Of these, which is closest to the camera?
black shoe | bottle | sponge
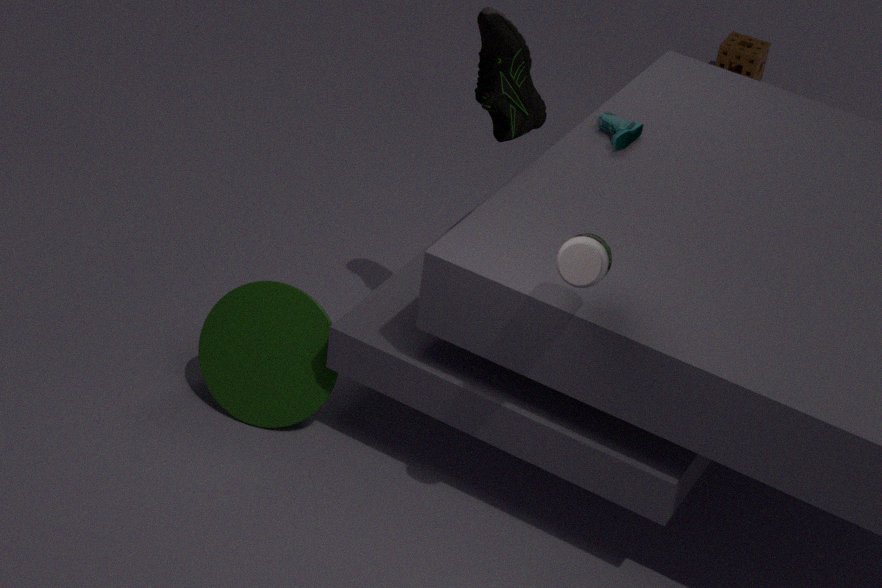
bottle
